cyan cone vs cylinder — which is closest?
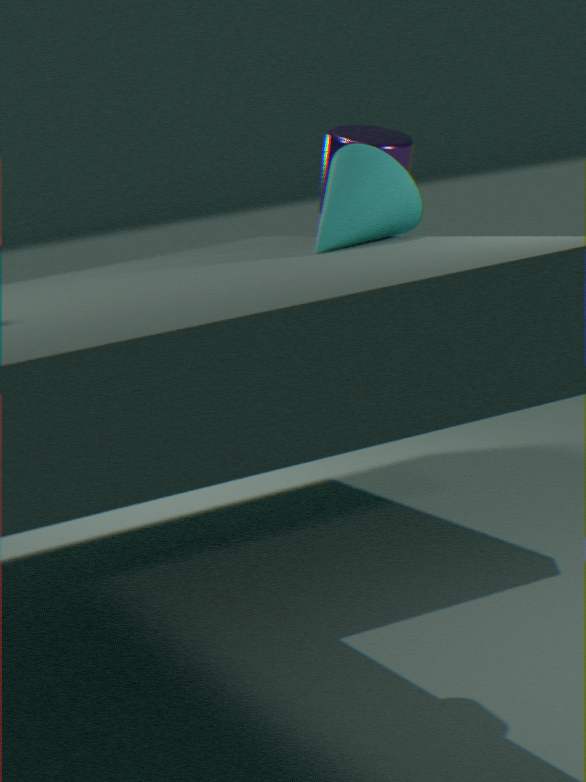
cyan cone
